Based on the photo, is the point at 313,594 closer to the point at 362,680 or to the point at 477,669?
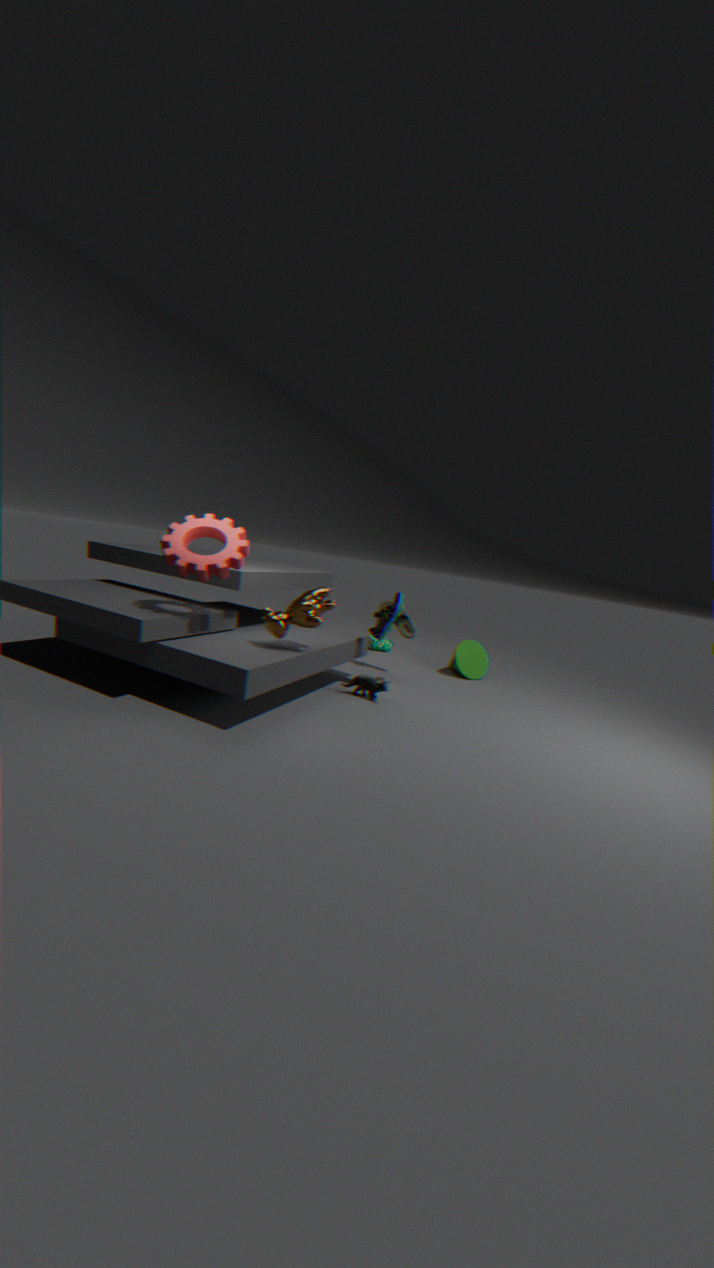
the point at 362,680
